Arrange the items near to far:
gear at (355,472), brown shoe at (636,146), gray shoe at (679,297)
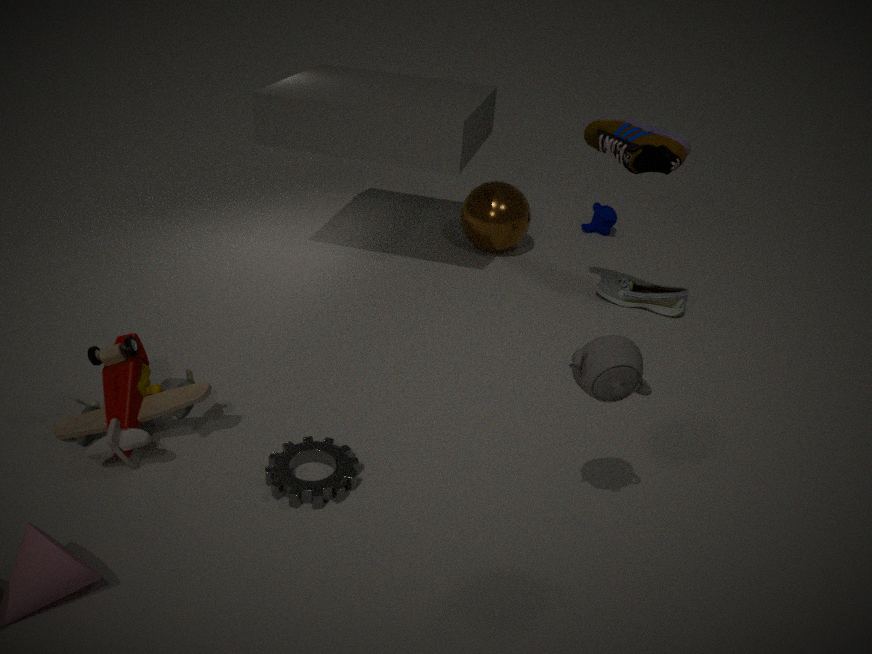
gear at (355,472), brown shoe at (636,146), gray shoe at (679,297)
